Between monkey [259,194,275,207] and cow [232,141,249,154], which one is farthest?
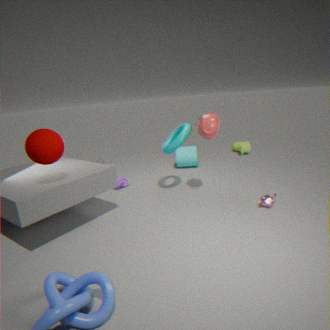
cow [232,141,249,154]
